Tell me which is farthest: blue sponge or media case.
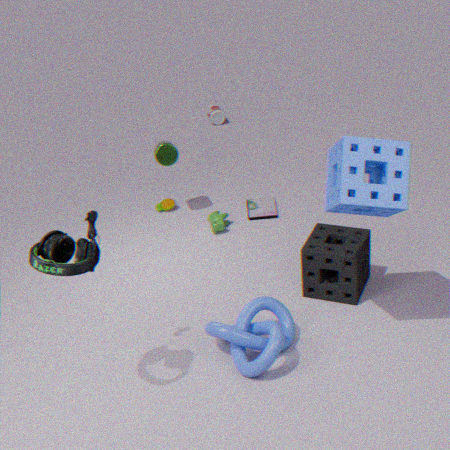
media case
